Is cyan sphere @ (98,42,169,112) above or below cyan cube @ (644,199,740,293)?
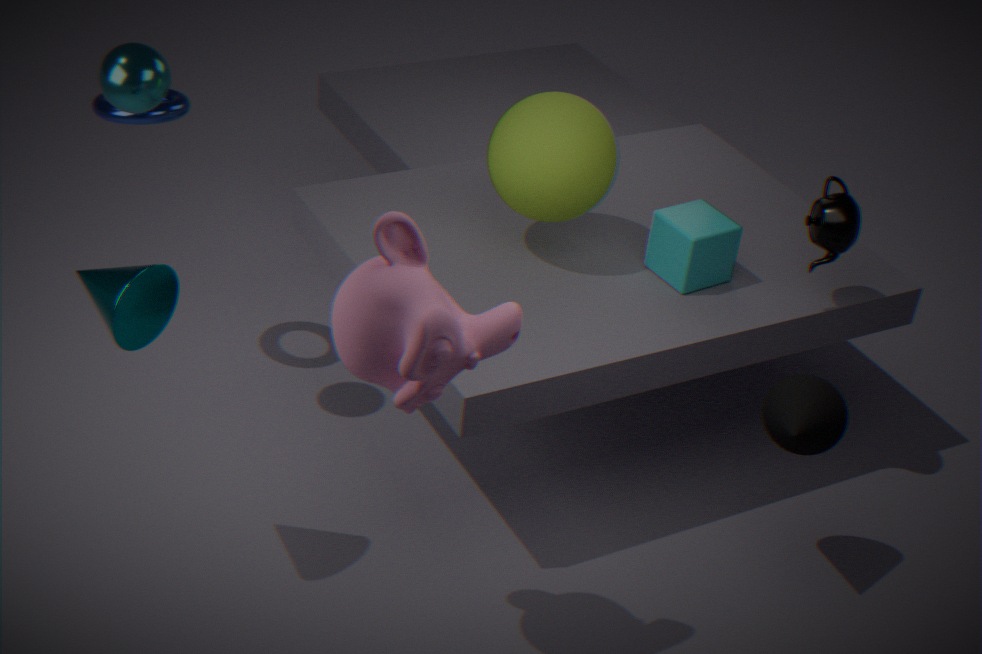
above
